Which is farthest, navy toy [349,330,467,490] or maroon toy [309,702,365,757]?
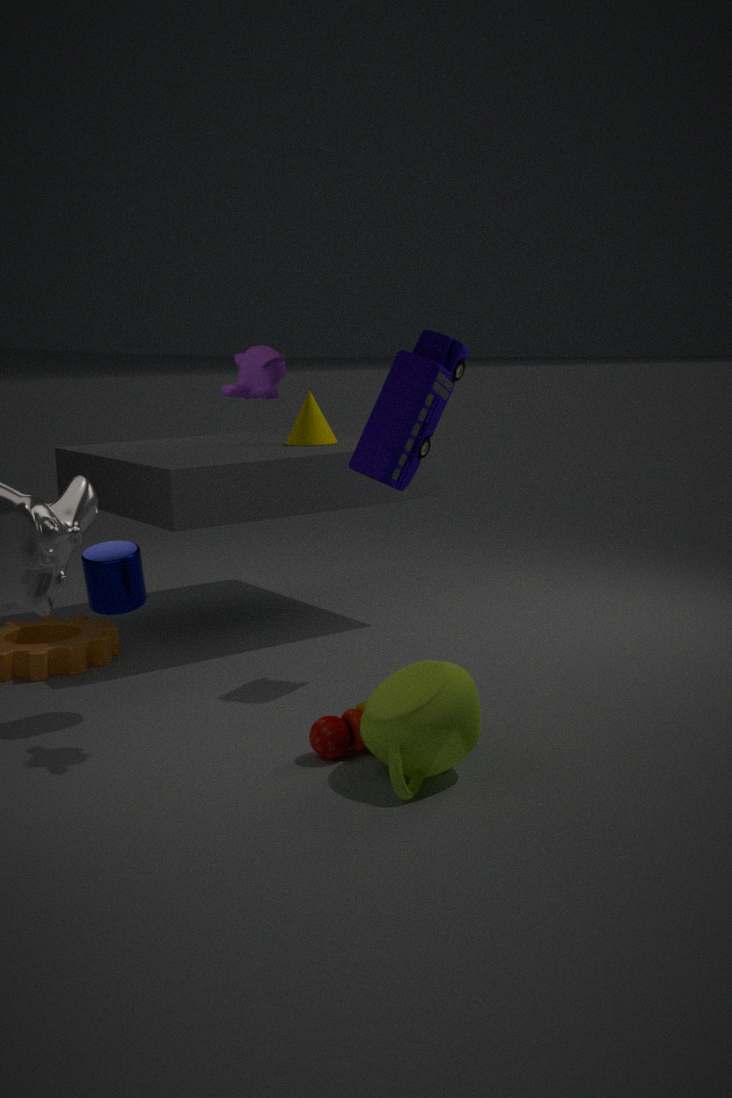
navy toy [349,330,467,490]
